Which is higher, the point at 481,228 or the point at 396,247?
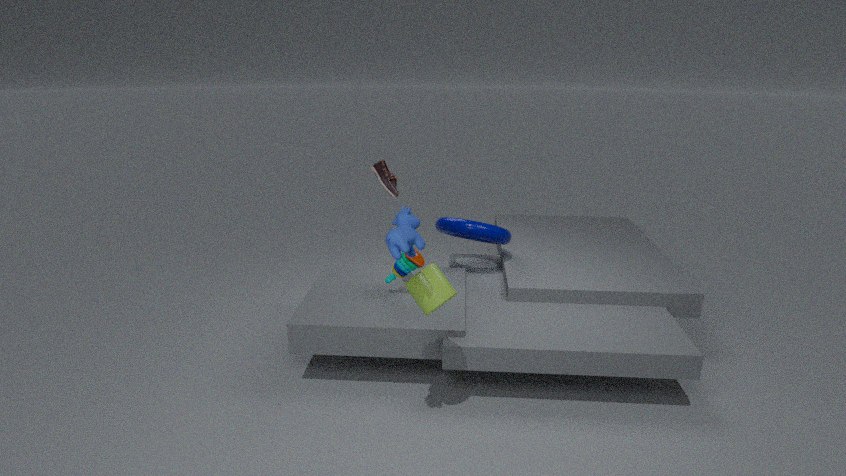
the point at 396,247
